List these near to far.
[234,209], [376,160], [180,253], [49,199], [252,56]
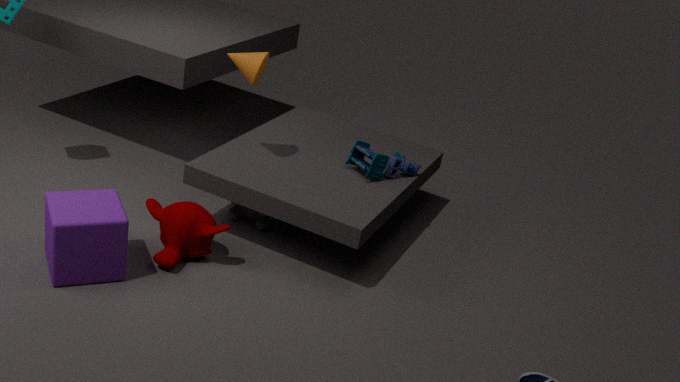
[49,199] < [180,253] < [252,56] < [376,160] < [234,209]
